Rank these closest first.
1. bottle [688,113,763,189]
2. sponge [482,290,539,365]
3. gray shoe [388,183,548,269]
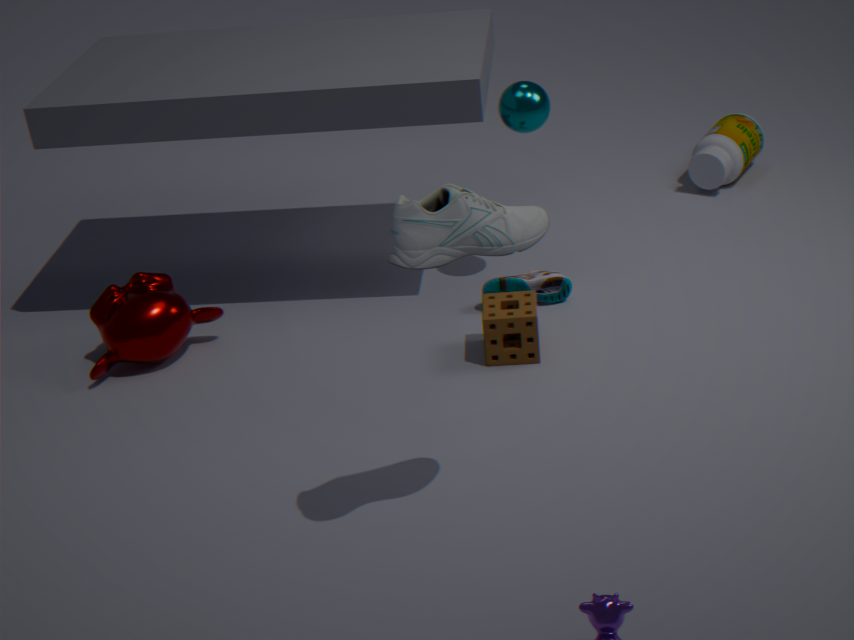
1. gray shoe [388,183,548,269]
2. sponge [482,290,539,365]
3. bottle [688,113,763,189]
